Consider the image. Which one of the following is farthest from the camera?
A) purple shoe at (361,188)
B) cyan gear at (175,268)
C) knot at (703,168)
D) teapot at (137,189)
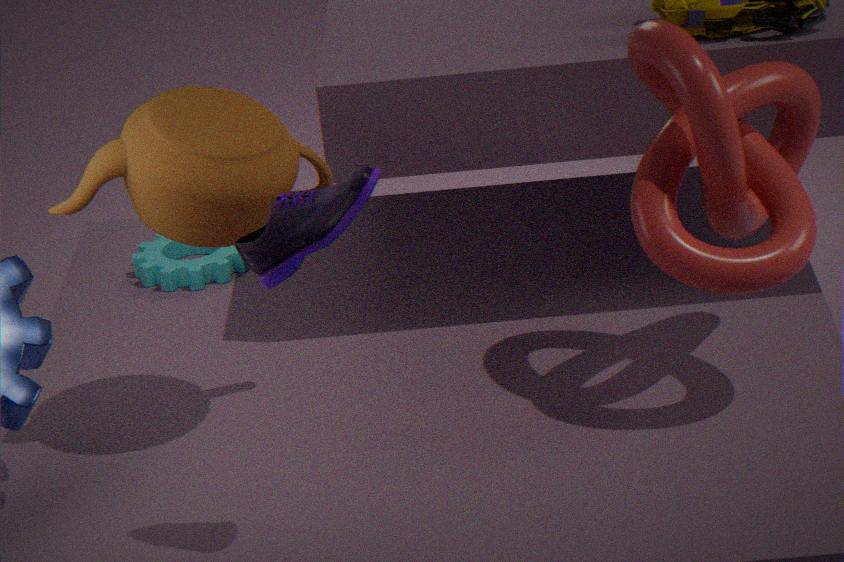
cyan gear at (175,268)
